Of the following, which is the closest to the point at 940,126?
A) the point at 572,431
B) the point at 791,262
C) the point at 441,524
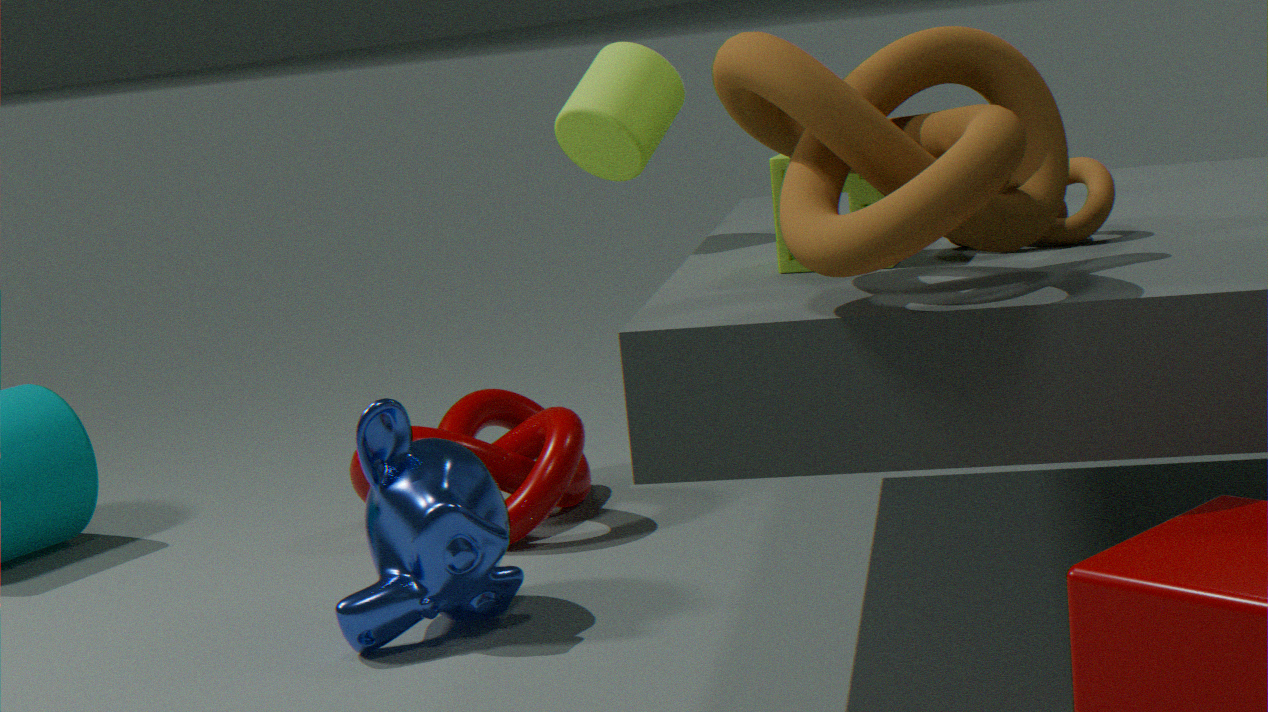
the point at 791,262
